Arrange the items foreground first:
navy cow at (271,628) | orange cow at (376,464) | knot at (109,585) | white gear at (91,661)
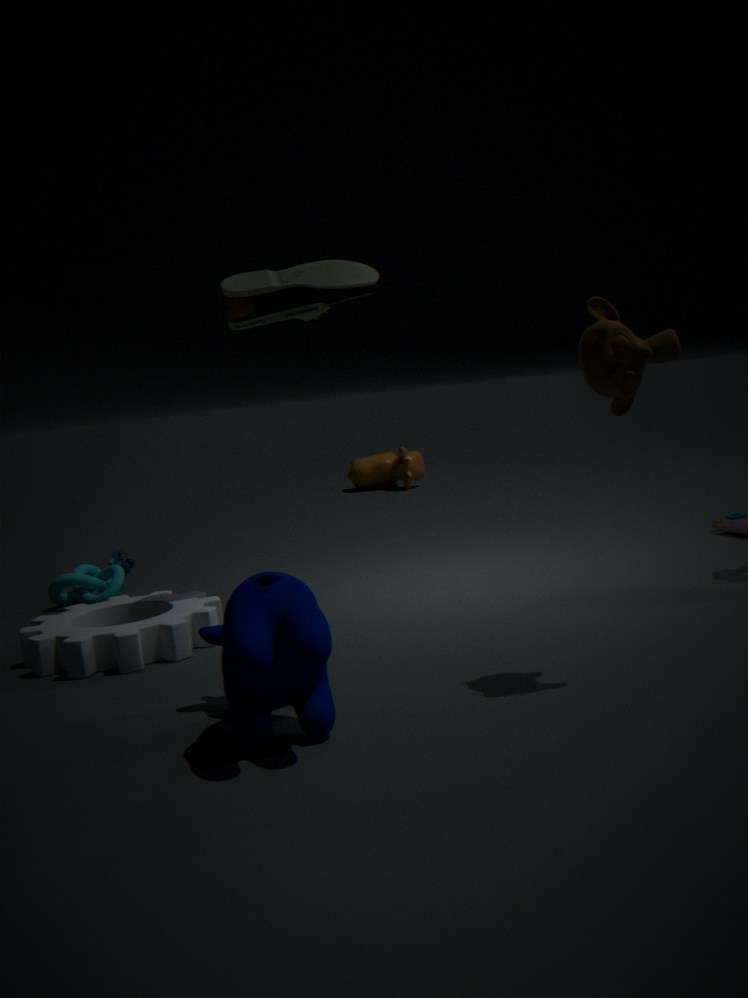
navy cow at (271,628), white gear at (91,661), knot at (109,585), orange cow at (376,464)
